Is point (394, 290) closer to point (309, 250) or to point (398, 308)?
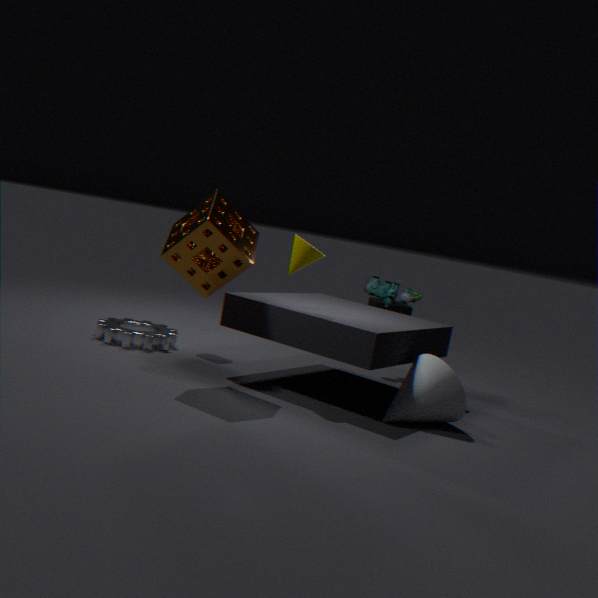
point (309, 250)
